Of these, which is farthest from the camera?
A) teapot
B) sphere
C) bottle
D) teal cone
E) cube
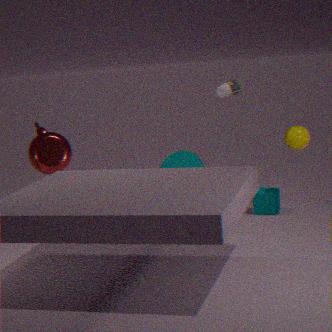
teal cone
